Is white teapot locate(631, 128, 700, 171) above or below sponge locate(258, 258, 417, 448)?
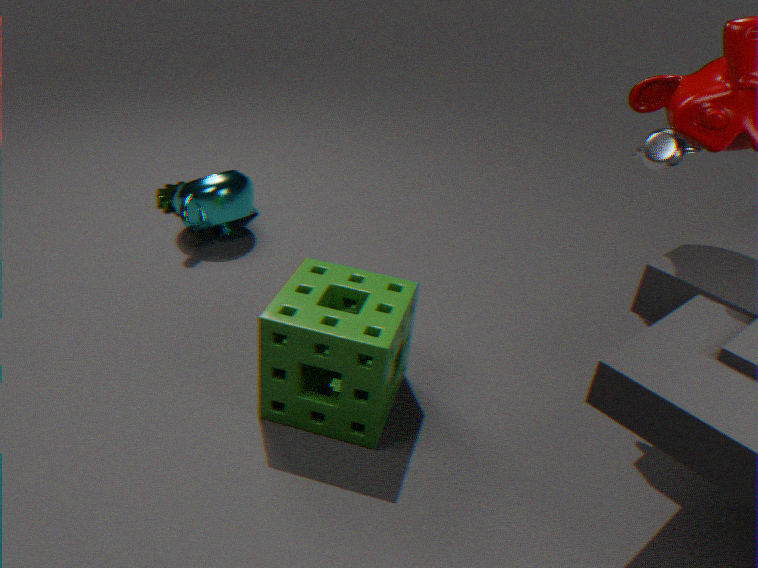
above
